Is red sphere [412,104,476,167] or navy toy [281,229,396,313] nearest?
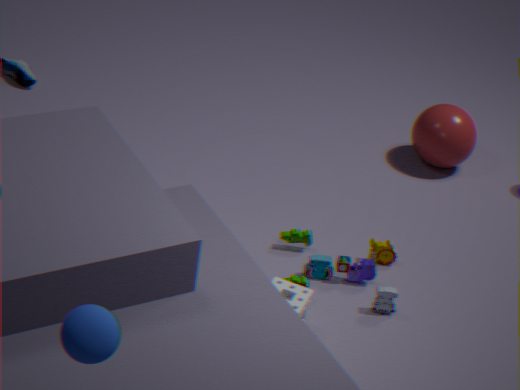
navy toy [281,229,396,313]
